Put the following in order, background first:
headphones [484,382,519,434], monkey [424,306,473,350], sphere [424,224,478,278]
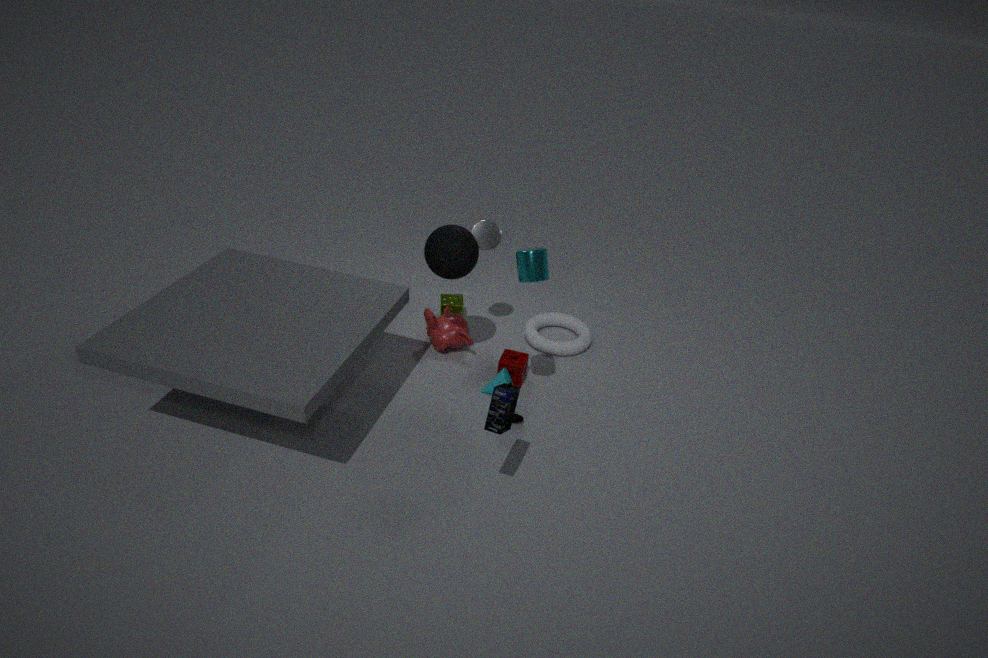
1. monkey [424,306,473,350]
2. sphere [424,224,478,278]
3. headphones [484,382,519,434]
